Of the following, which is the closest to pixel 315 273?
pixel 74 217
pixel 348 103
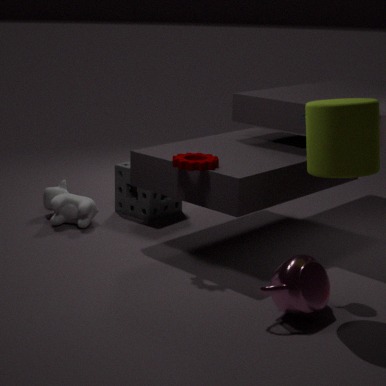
pixel 348 103
